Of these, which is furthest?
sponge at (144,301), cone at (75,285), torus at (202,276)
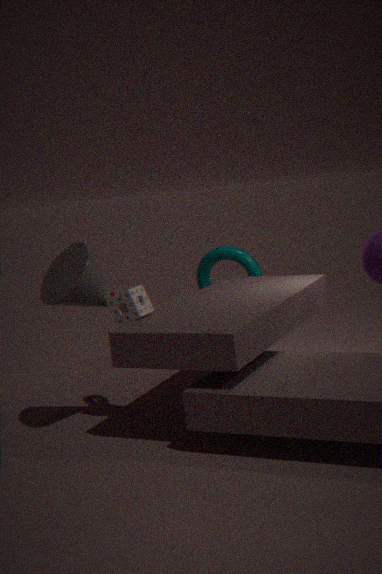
torus at (202,276)
